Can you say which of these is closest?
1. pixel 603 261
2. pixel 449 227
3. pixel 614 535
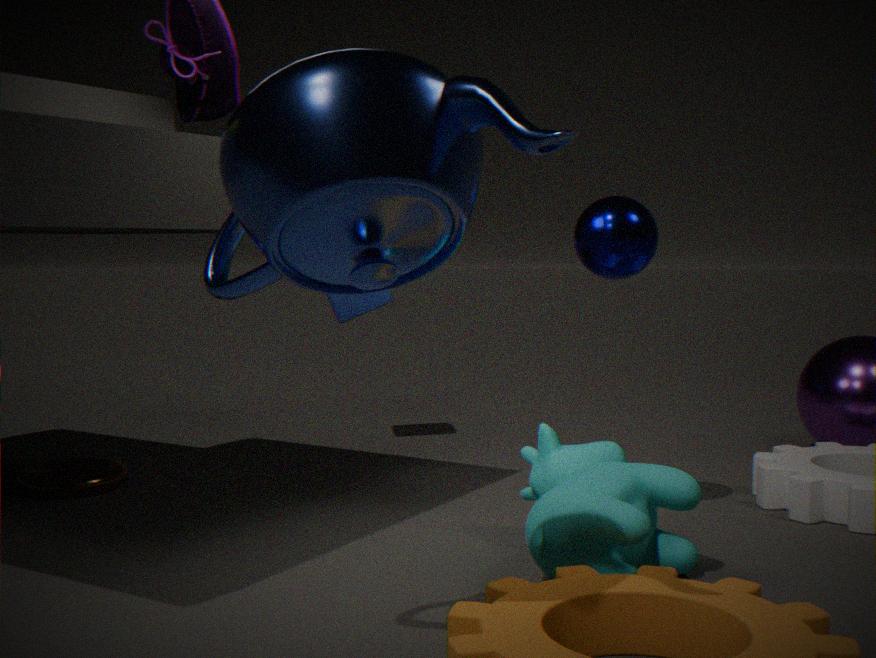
pixel 449 227
